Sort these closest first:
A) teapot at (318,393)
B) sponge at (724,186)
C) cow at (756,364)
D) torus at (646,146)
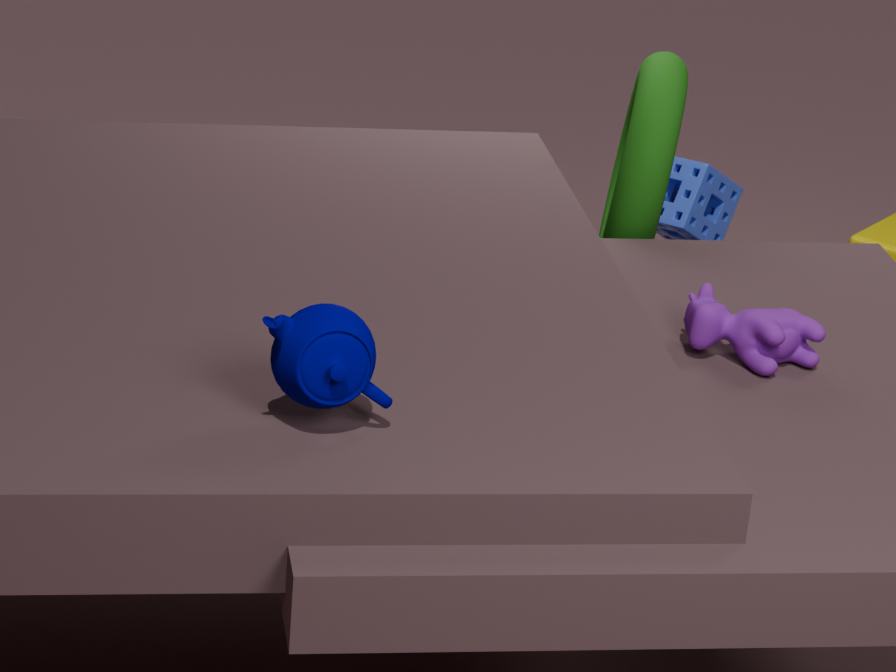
teapot at (318,393)
cow at (756,364)
torus at (646,146)
sponge at (724,186)
